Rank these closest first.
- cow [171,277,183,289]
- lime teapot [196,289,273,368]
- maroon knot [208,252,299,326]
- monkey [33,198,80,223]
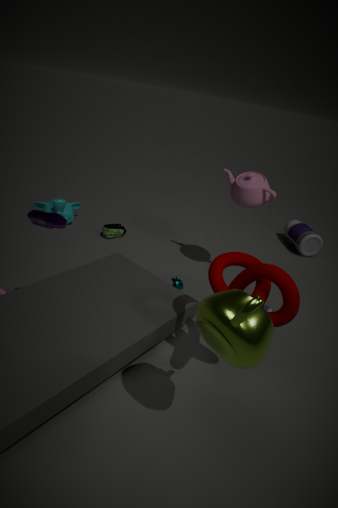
1. lime teapot [196,289,273,368]
2. maroon knot [208,252,299,326]
3. cow [171,277,183,289]
4. monkey [33,198,80,223]
